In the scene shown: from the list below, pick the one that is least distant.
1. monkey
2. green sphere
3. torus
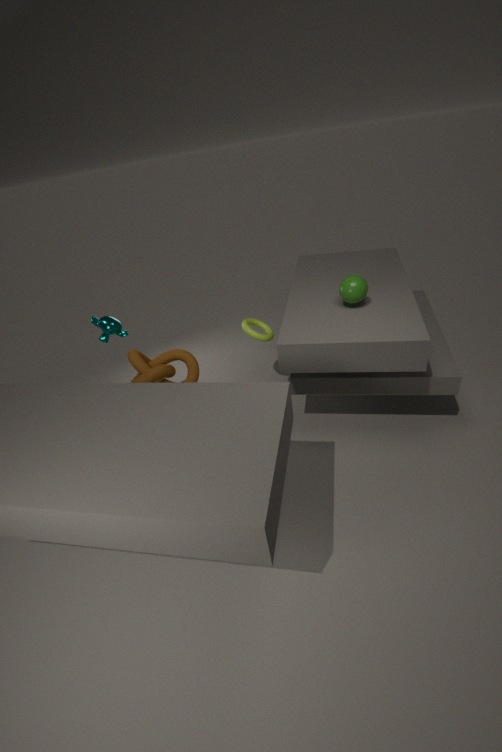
green sphere
